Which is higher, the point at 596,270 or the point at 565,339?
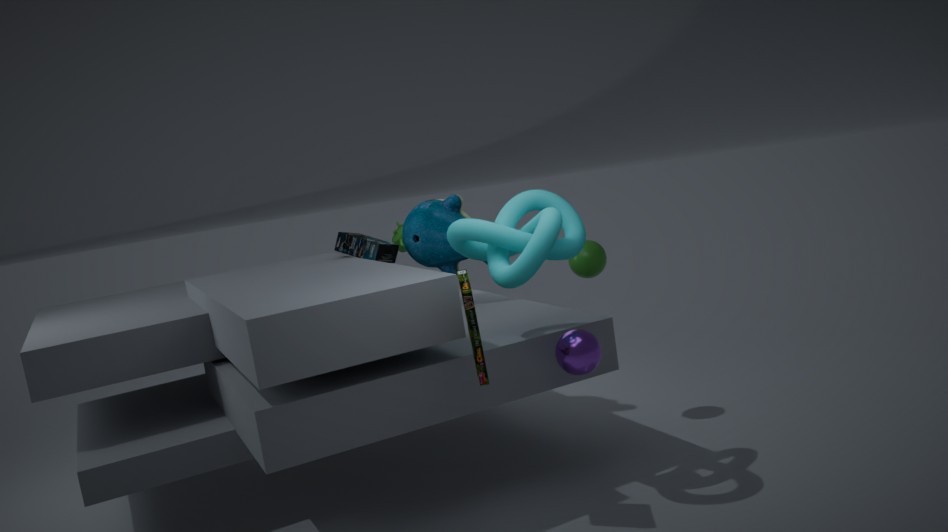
the point at 596,270
